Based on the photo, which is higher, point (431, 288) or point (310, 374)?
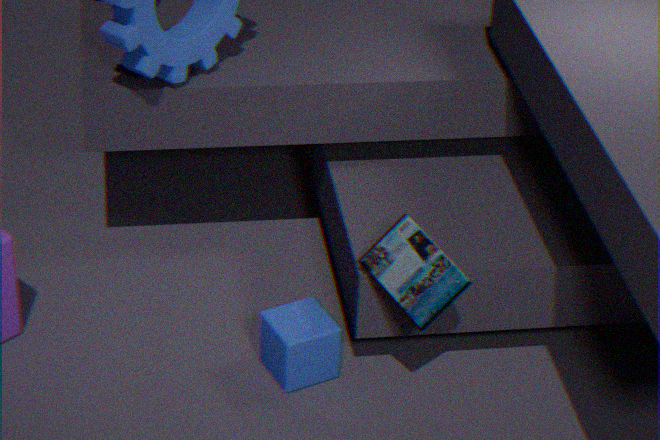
point (431, 288)
